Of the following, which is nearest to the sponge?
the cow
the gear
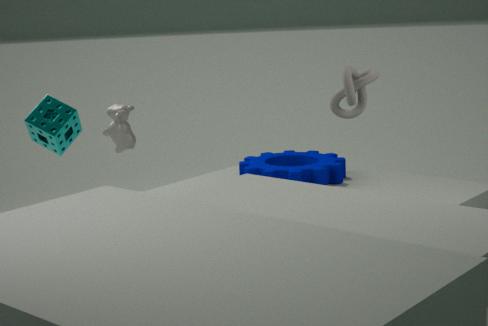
the cow
